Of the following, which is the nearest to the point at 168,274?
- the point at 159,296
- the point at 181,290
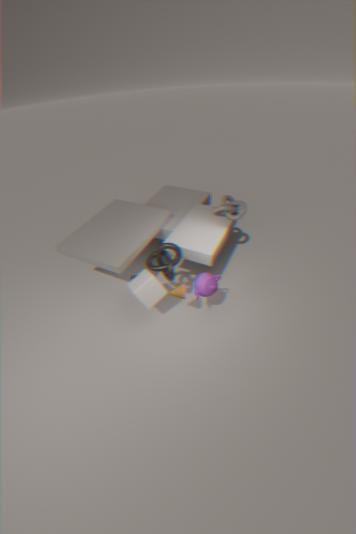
the point at 159,296
